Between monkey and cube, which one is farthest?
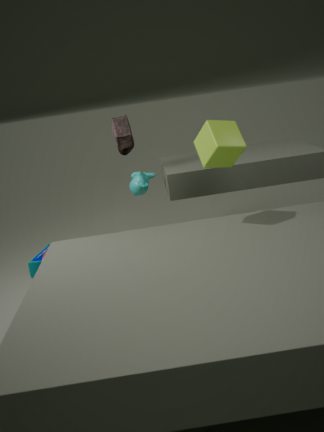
monkey
